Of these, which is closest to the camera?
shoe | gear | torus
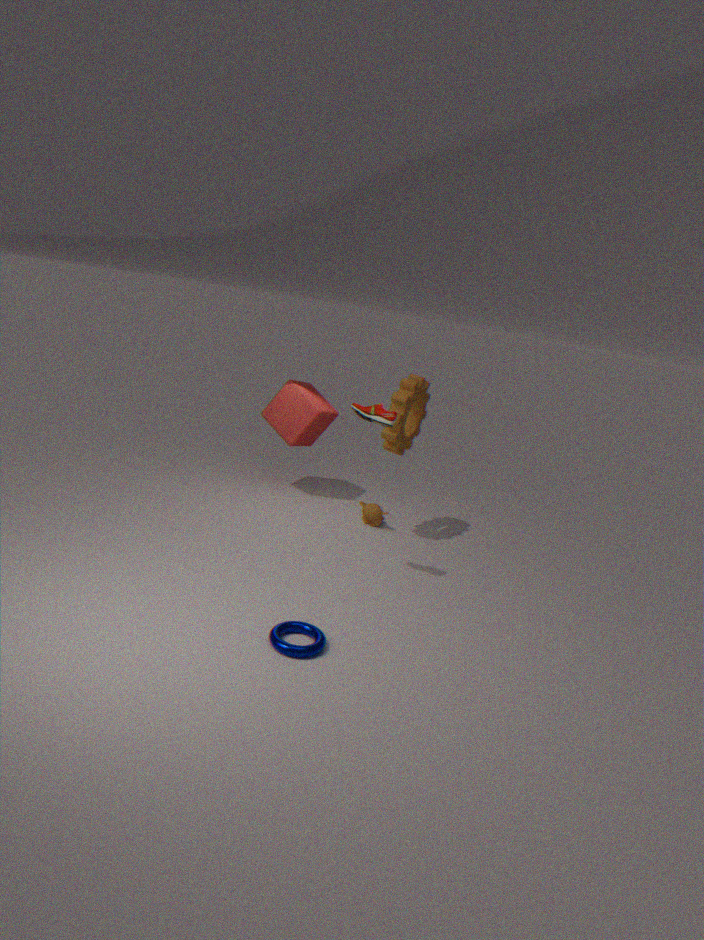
torus
